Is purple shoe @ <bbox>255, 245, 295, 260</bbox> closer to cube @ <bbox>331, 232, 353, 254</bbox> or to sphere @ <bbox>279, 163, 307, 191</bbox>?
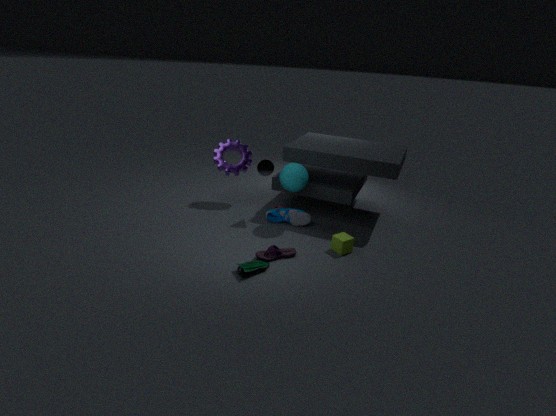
cube @ <bbox>331, 232, 353, 254</bbox>
